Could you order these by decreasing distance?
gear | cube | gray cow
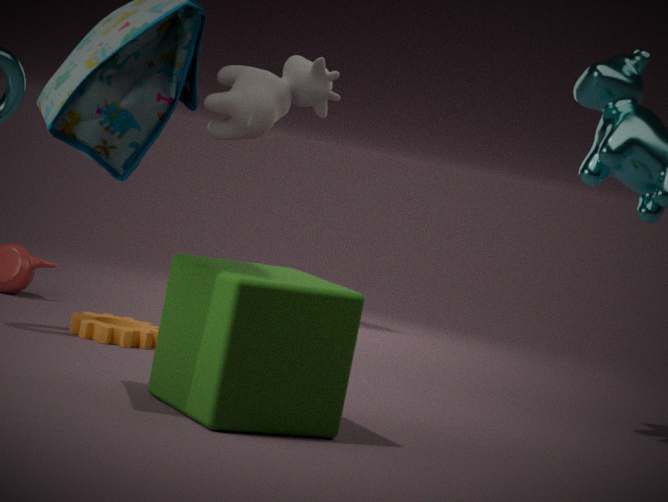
gray cow < gear < cube
